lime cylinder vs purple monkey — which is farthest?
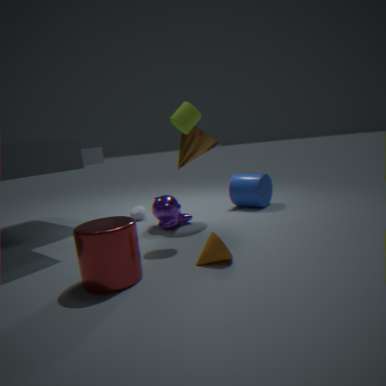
purple monkey
